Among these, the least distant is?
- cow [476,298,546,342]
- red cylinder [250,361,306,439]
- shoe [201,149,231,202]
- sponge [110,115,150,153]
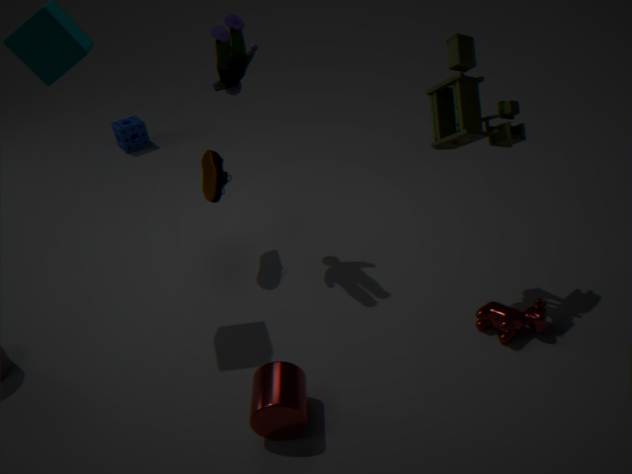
red cylinder [250,361,306,439]
